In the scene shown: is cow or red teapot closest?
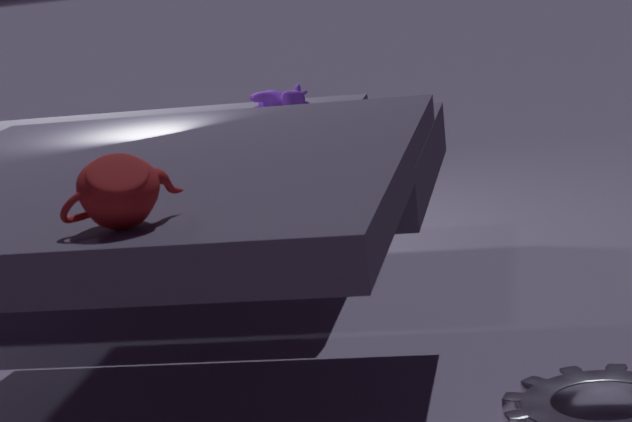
red teapot
